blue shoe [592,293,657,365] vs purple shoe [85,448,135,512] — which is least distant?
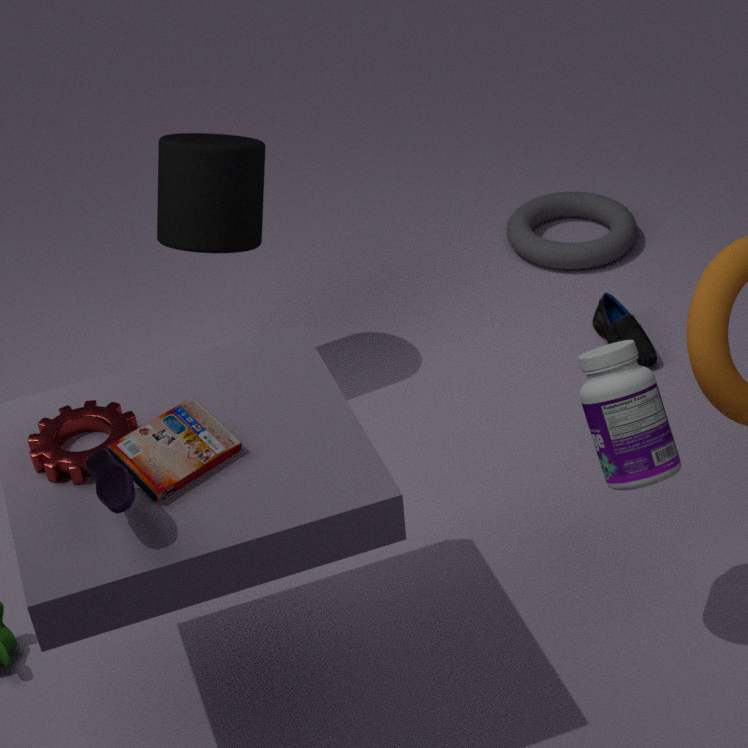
purple shoe [85,448,135,512]
